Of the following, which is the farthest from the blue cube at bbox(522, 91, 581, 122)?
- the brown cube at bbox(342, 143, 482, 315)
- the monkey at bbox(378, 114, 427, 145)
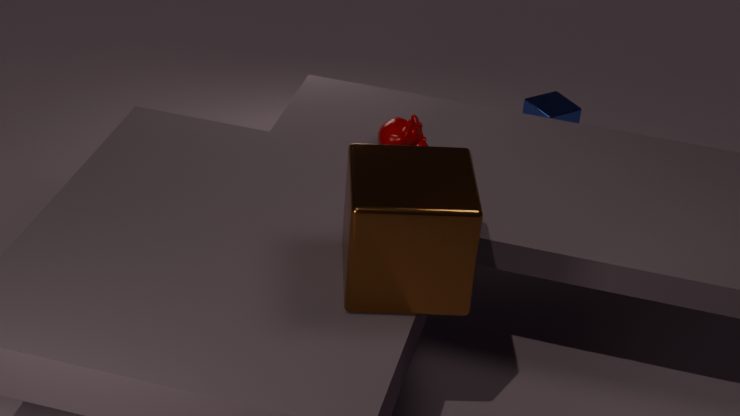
the brown cube at bbox(342, 143, 482, 315)
